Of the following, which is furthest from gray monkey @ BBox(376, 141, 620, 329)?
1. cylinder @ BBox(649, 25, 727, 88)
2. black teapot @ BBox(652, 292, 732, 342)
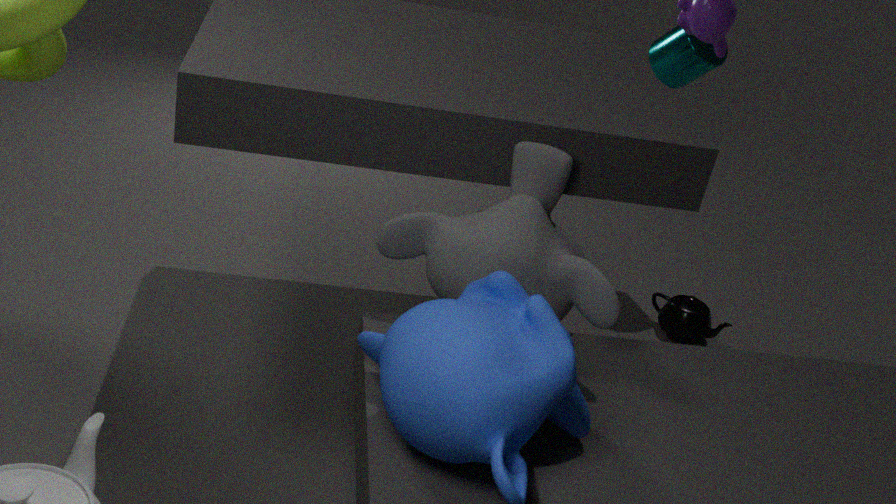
cylinder @ BBox(649, 25, 727, 88)
